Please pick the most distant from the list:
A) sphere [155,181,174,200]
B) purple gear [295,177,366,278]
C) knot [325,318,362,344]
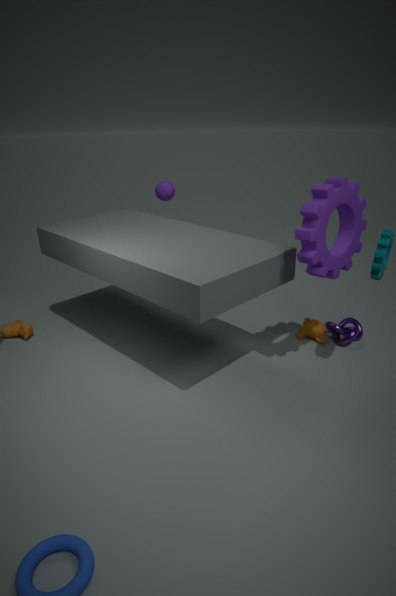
sphere [155,181,174,200]
